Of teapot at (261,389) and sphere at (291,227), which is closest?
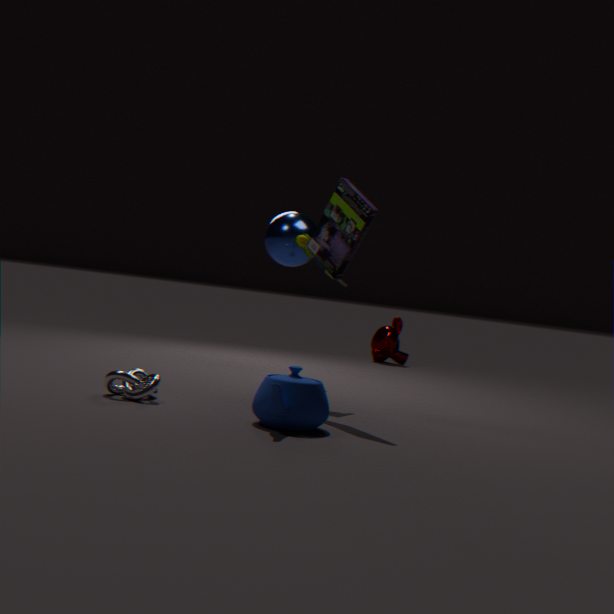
teapot at (261,389)
